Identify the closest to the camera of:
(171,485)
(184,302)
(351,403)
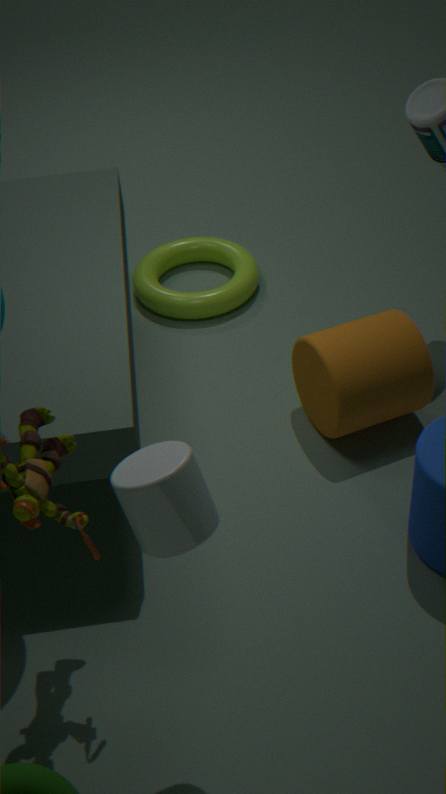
(171,485)
